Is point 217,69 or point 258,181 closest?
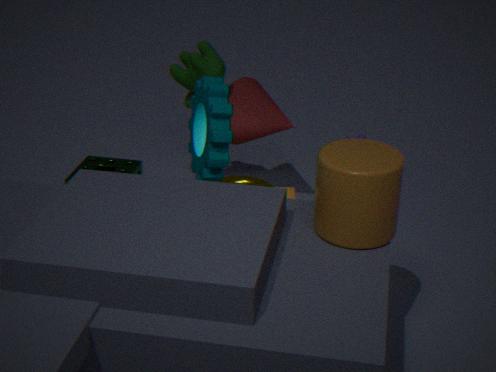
point 217,69
